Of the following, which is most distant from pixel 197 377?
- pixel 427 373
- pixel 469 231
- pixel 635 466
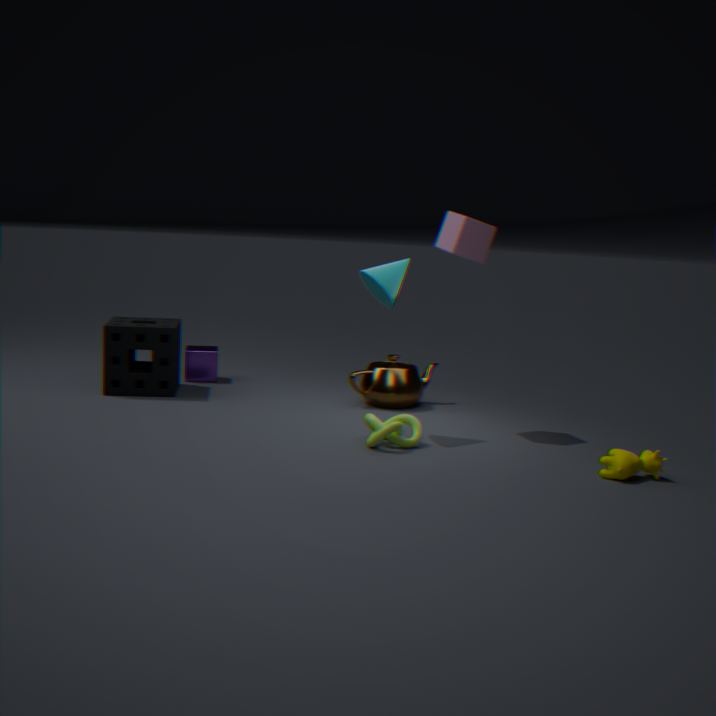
pixel 635 466
